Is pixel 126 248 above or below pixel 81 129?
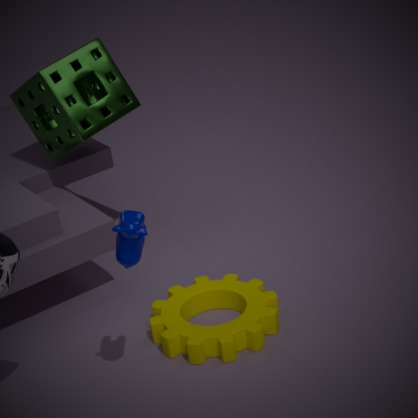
below
